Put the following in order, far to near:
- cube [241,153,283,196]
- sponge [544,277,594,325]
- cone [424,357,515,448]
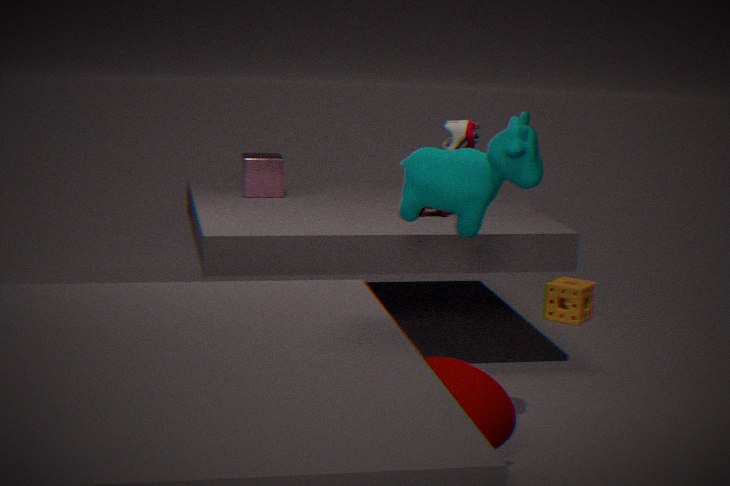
sponge [544,277,594,325] < cube [241,153,283,196] < cone [424,357,515,448]
